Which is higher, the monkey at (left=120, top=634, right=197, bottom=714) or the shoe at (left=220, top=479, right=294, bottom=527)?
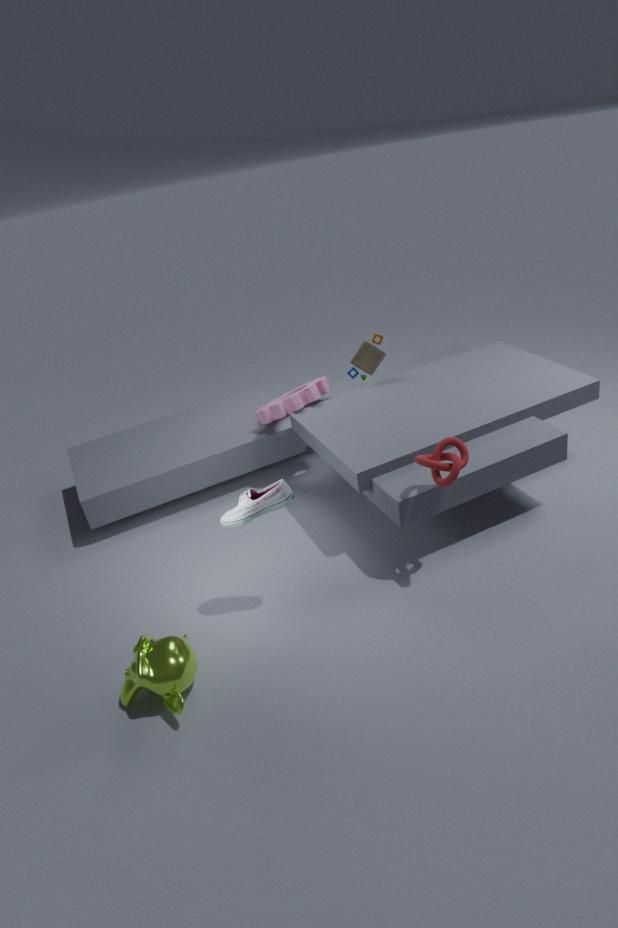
the shoe at (left=220, top=479, right=294, bottom=527)
